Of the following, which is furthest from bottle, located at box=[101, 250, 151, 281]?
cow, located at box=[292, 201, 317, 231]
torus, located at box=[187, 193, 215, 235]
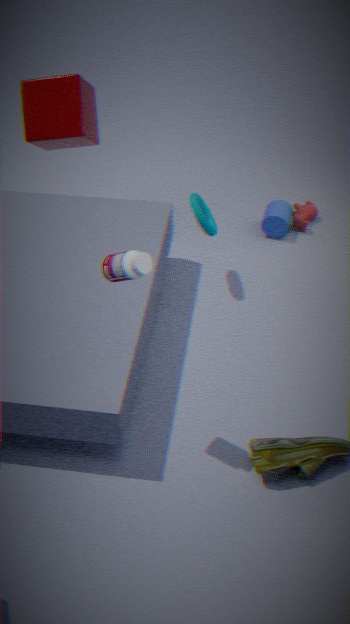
cow, located at box=[292, 201, 317, 231]
